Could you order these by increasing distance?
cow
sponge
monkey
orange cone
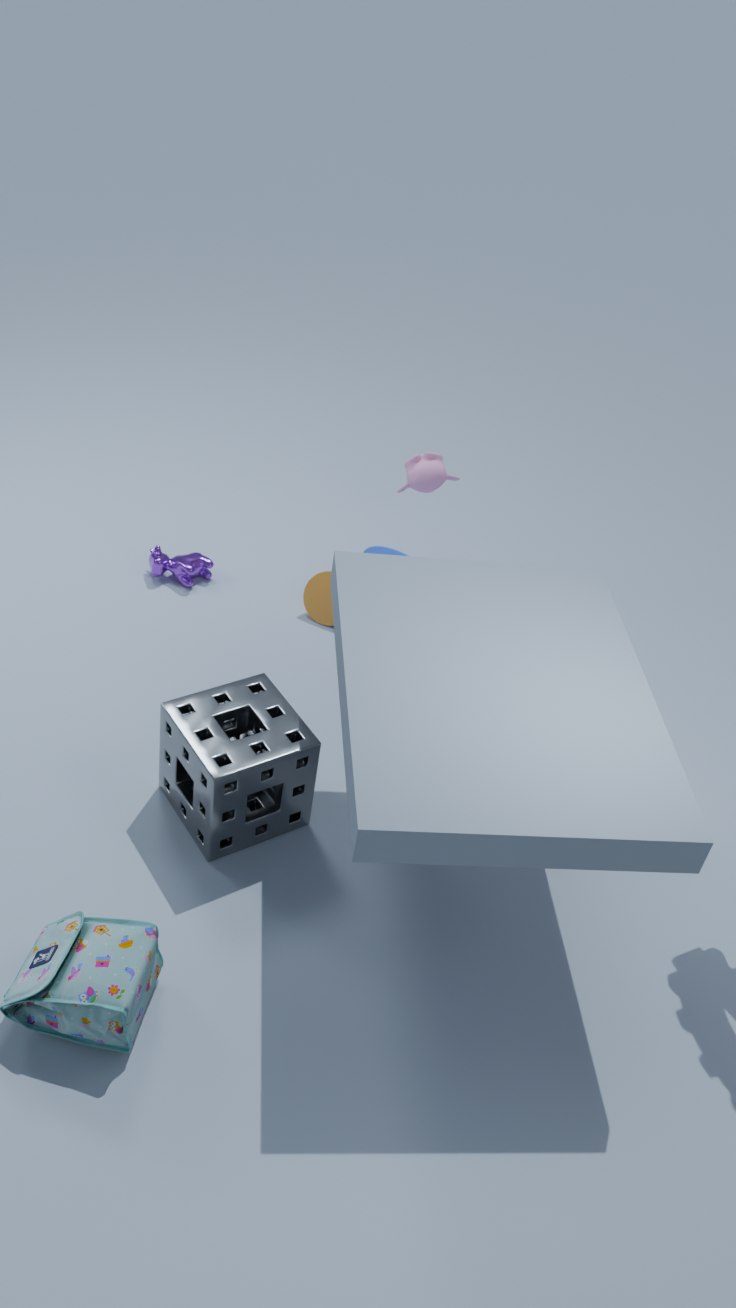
sponge
orange cone
monkey
cow
